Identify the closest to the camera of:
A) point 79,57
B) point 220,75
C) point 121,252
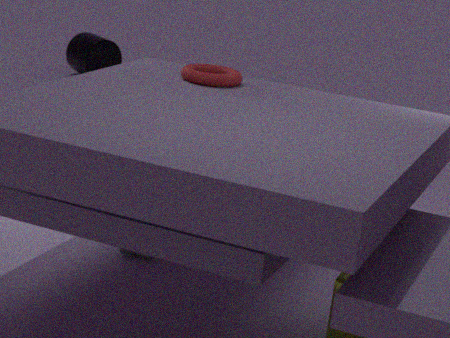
point 220,75
